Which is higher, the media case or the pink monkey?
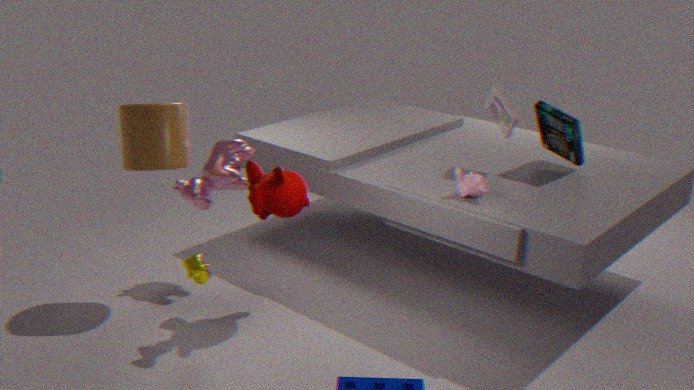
the media case
